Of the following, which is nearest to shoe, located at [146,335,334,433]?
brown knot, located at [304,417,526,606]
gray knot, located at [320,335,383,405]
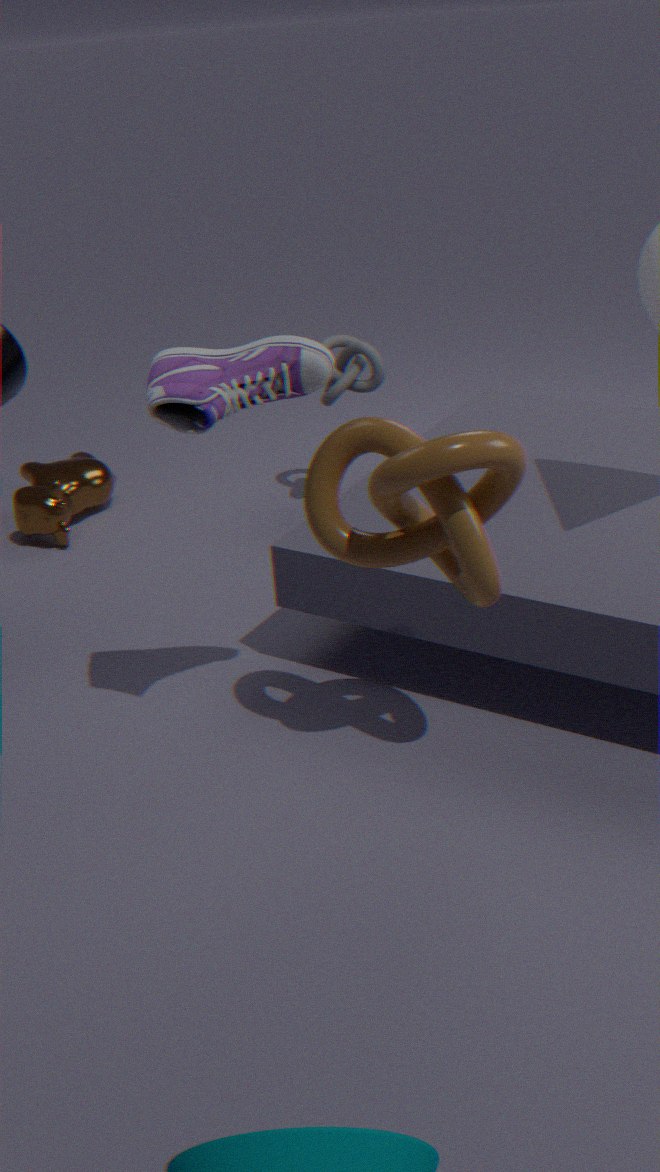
brown knot, located at [304,417,526,606]
